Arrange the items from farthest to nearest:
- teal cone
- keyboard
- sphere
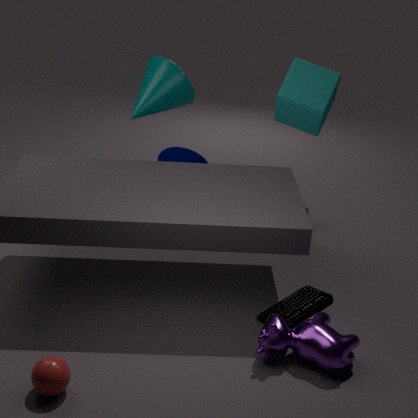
teal cone, keyboard, sphere
